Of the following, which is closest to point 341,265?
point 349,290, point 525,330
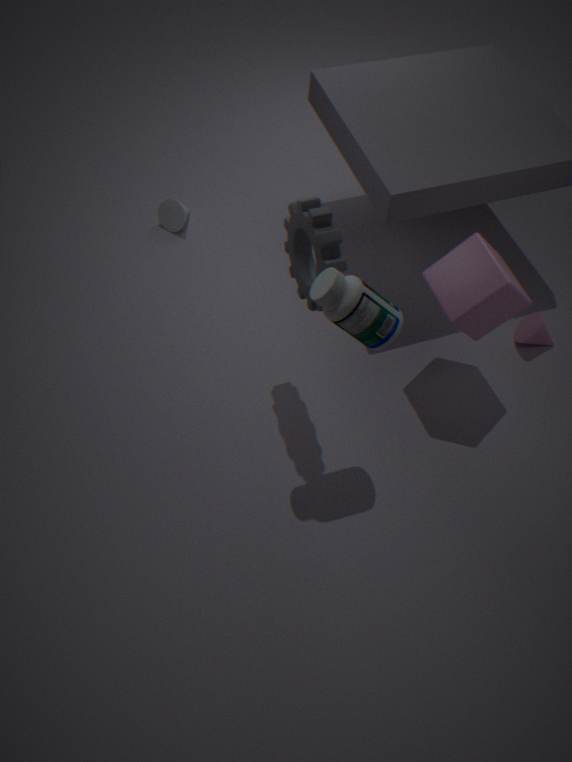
point 349,290
